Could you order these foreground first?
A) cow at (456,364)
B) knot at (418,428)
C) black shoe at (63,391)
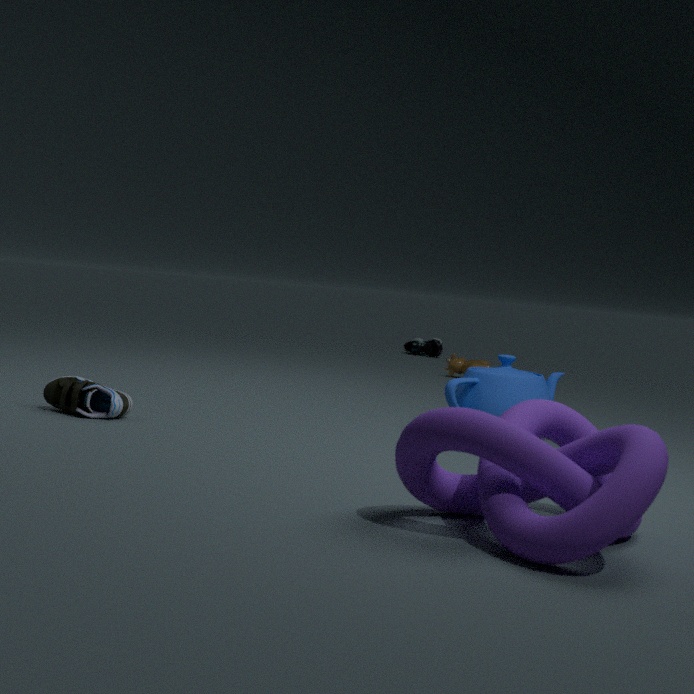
1. knot at (418,428)
2. black shoe at (63,391)
3. cow at (456,364)
